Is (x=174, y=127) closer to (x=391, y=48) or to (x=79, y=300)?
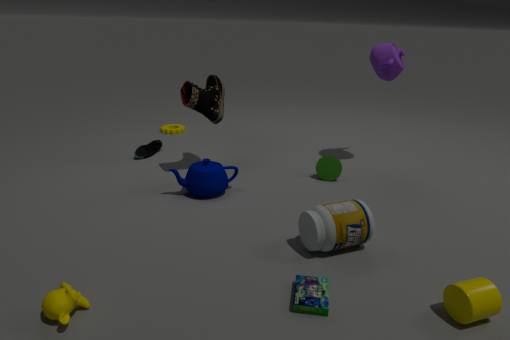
(x=391, y=48)
